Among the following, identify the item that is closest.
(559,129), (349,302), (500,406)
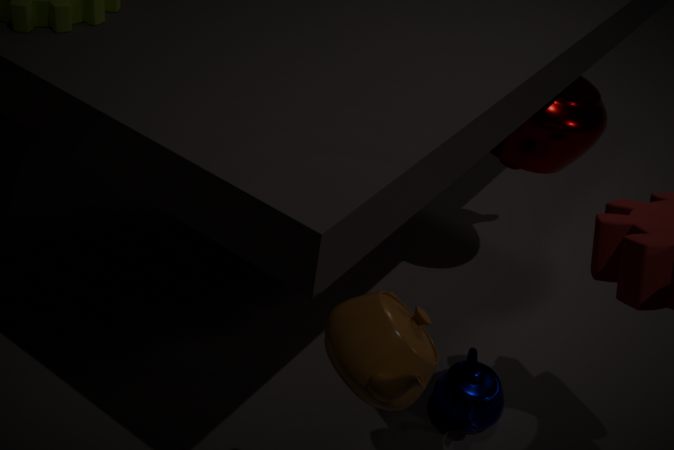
(349,302)
